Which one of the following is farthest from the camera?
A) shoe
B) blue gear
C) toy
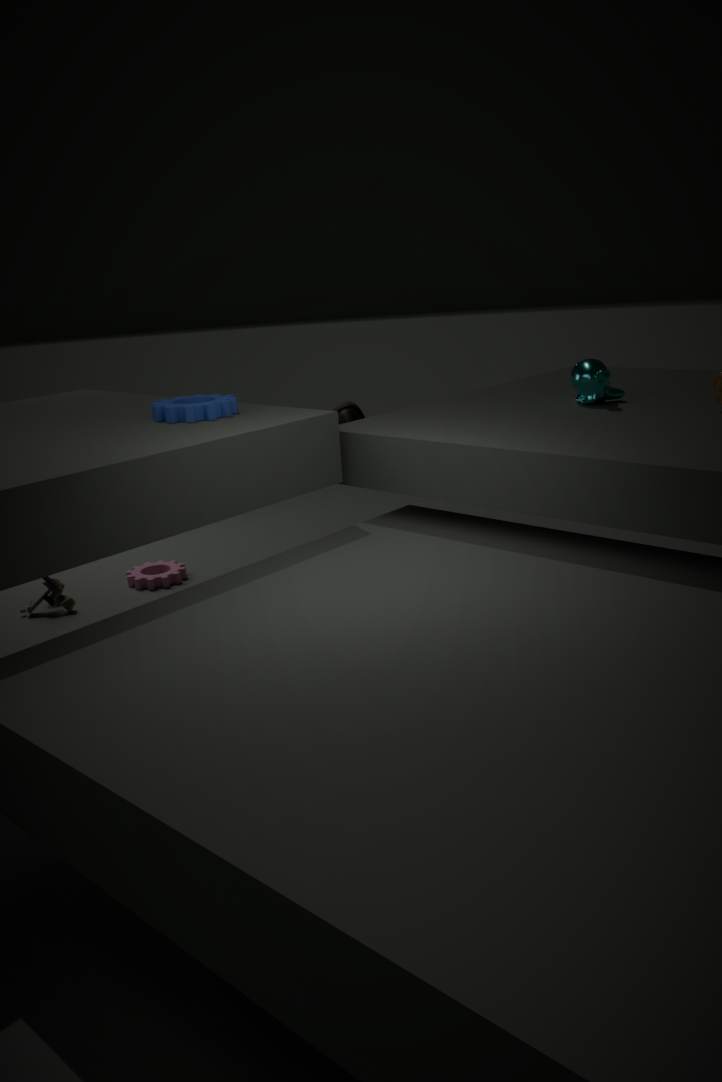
toy
